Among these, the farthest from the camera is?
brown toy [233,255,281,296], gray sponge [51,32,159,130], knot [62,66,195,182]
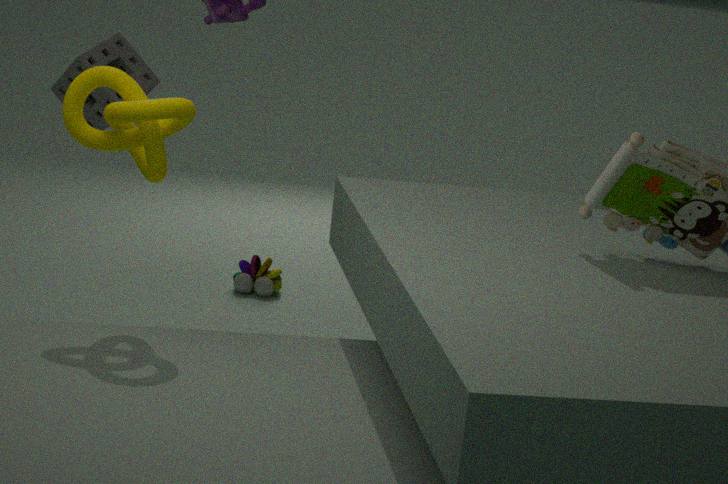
brown toy [233,255,281,296]
